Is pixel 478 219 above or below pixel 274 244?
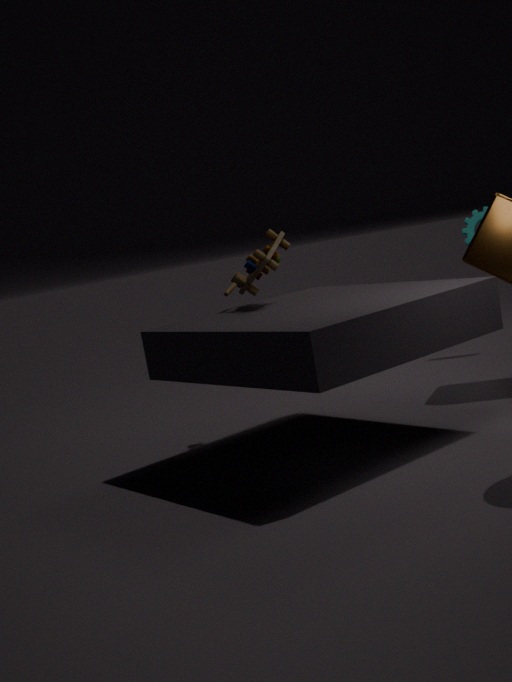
below
